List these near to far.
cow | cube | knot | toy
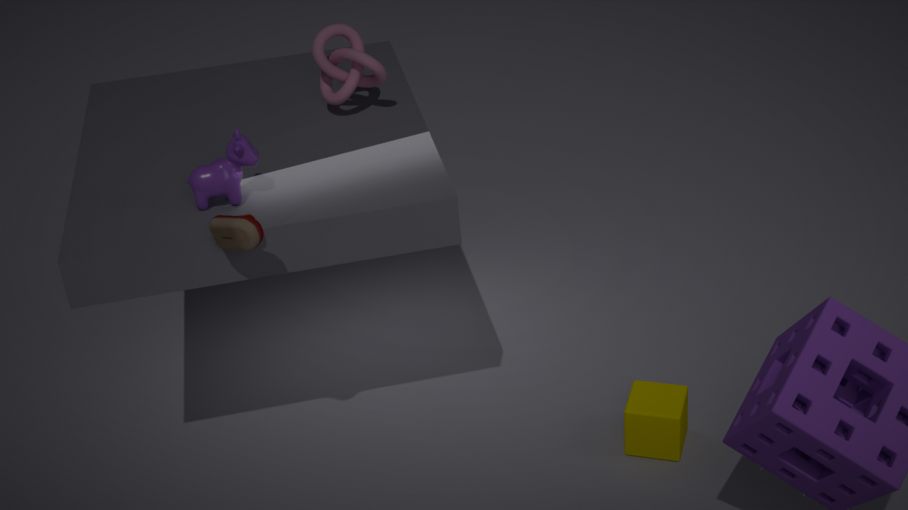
1. toy
2. cow
3. cube
4. knot
